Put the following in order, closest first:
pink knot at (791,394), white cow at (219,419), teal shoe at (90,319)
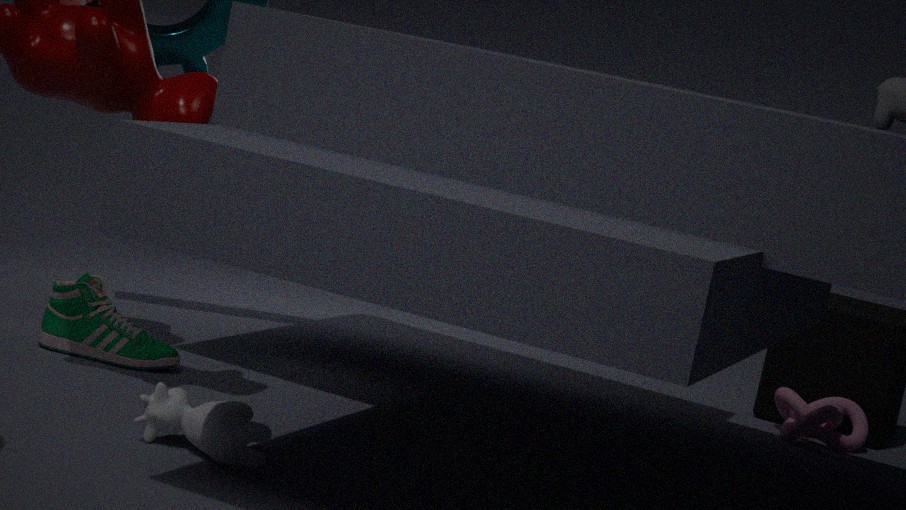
white cow at (219,419) → teal shoe at (90,319) → pink knot at (791,394)
